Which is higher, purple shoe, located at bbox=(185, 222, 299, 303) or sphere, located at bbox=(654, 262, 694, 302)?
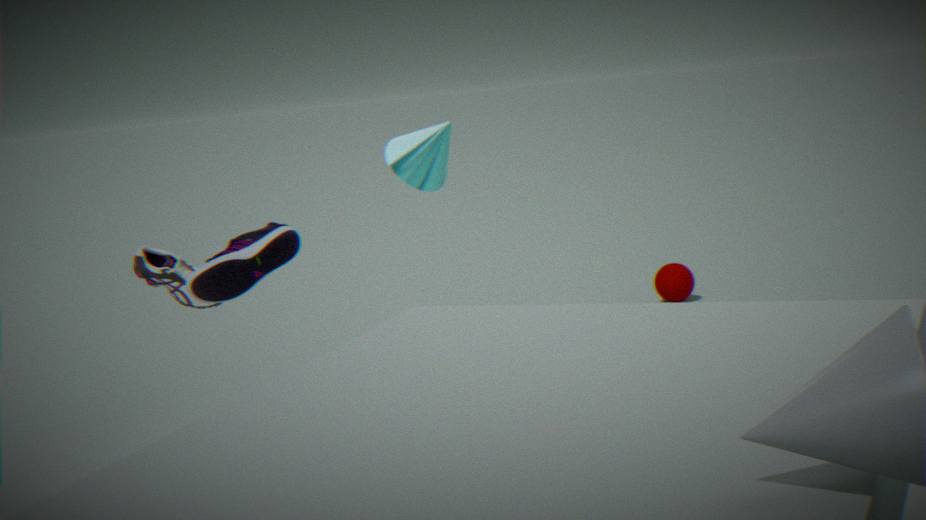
purple shoe, located at bbox=(185, 222, 299, 303)
